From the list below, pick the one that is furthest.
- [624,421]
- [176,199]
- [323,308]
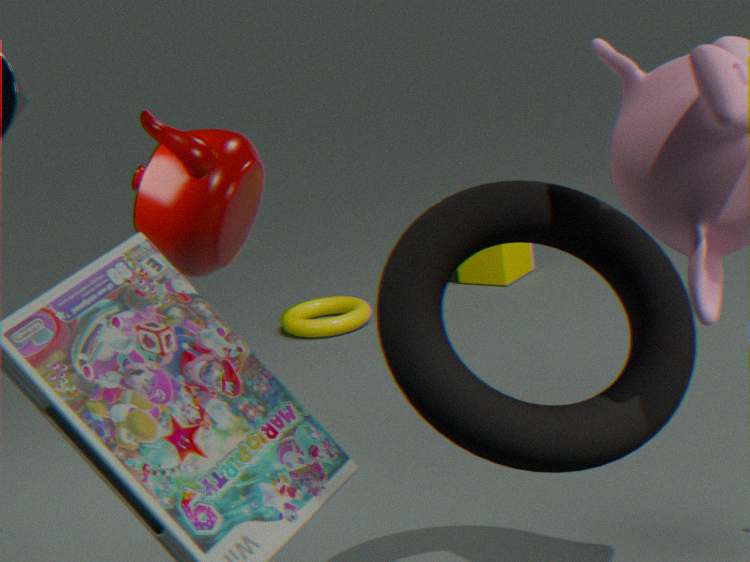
[323,308]
